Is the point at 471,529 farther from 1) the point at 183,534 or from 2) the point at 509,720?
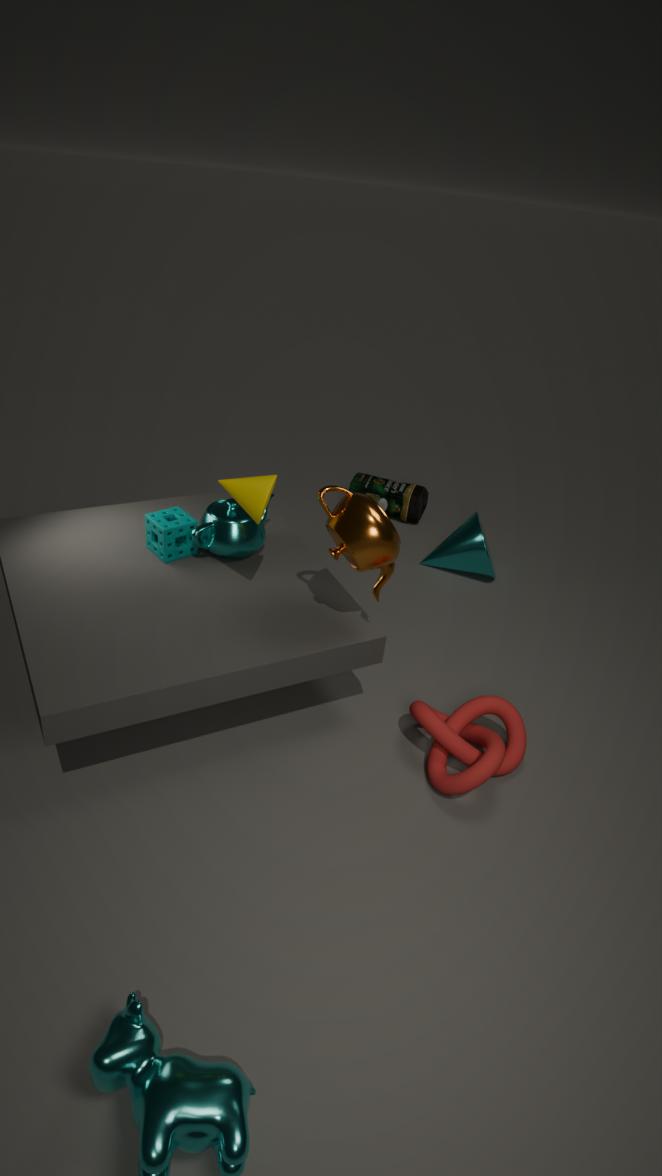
1) the point at 183,534
